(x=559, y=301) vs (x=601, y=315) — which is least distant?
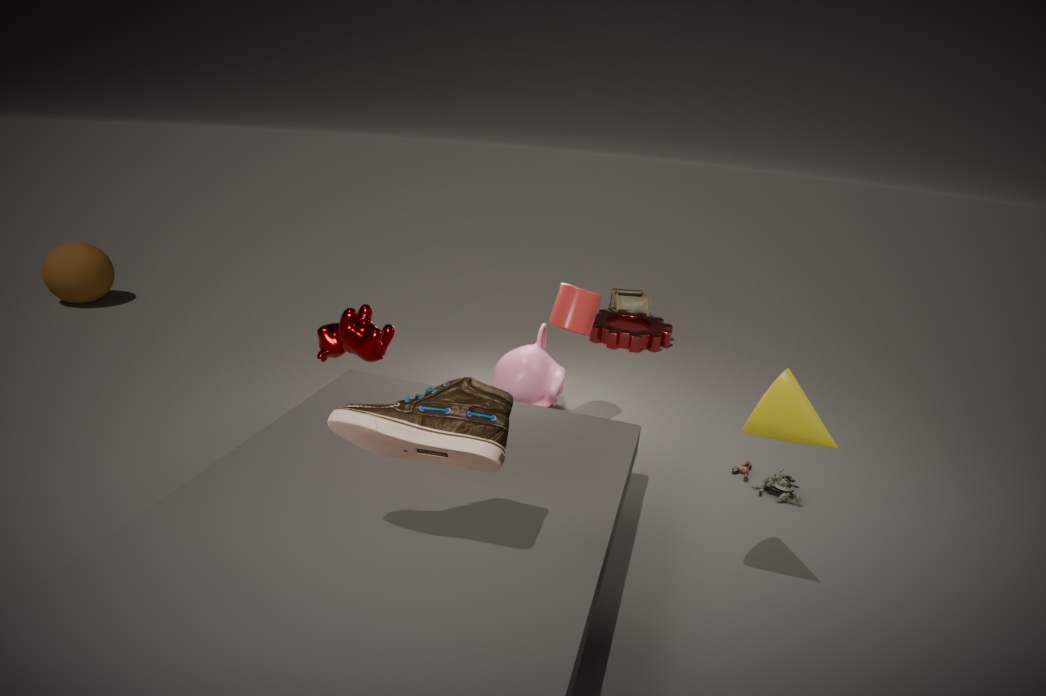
(x=559, y=301)
